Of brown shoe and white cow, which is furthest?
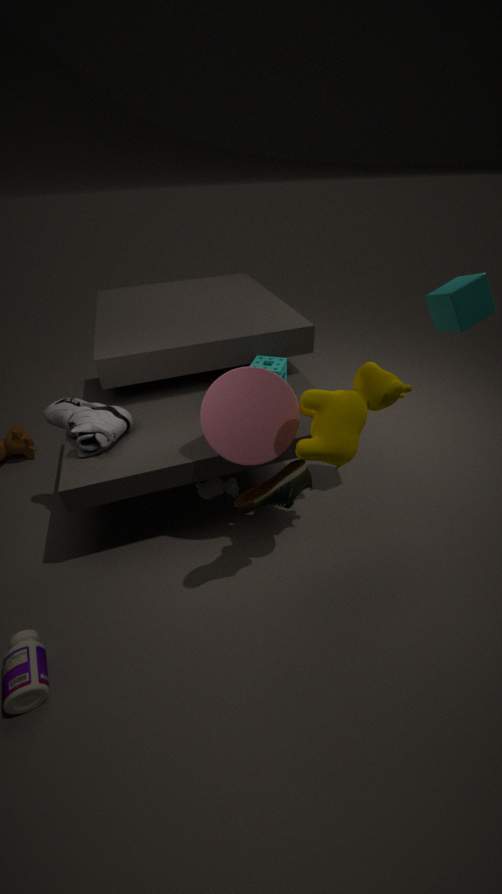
white cow
